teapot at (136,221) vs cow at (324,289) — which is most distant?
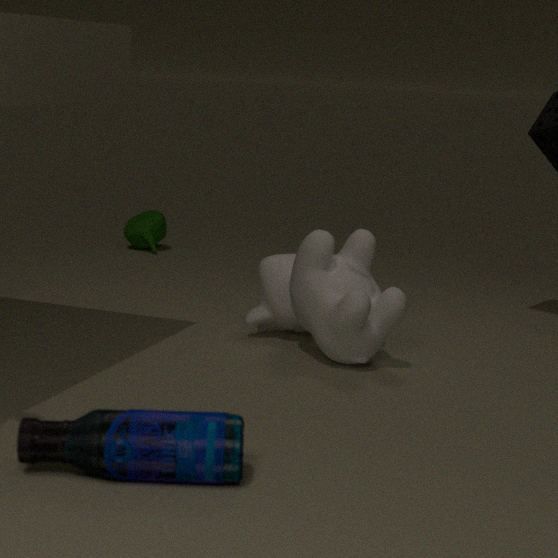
teapot at (136,221)
